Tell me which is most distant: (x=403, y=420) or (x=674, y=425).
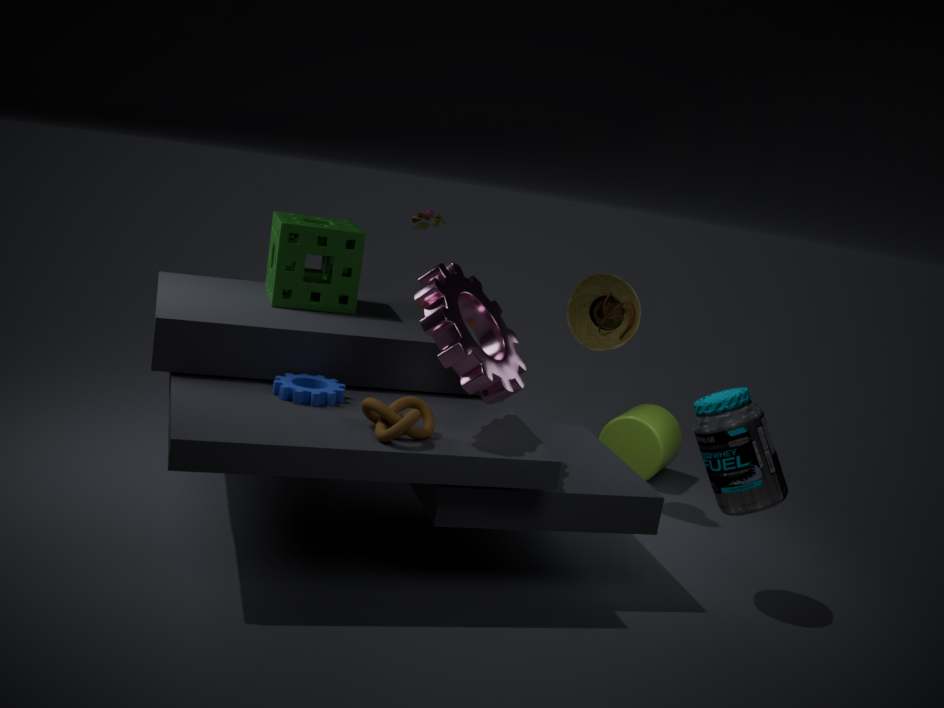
(x=674, y=425)
